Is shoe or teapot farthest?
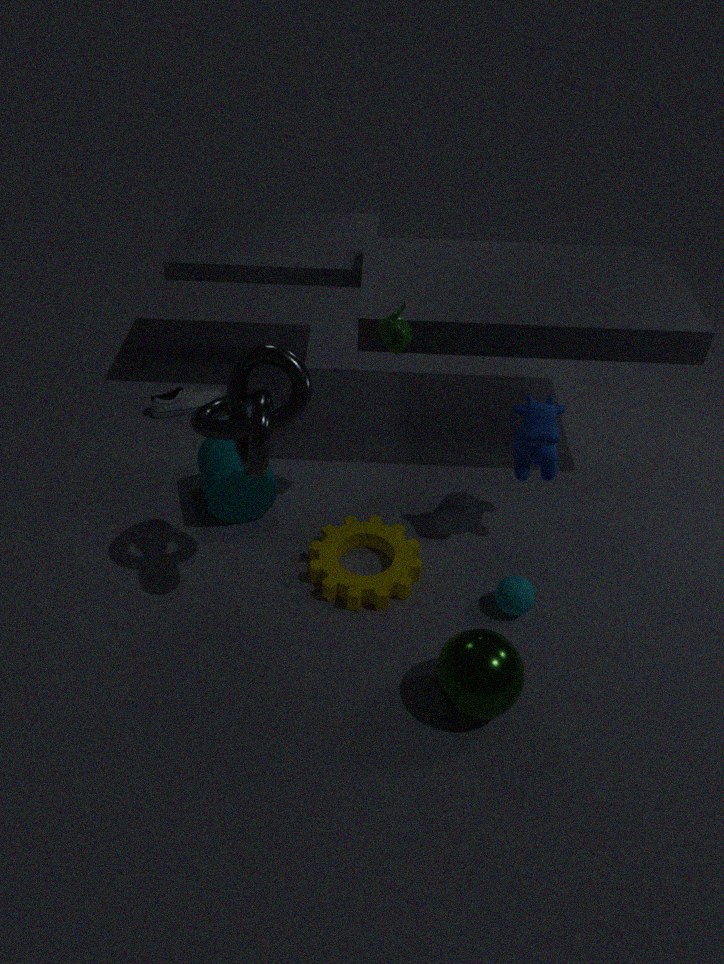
shoe
